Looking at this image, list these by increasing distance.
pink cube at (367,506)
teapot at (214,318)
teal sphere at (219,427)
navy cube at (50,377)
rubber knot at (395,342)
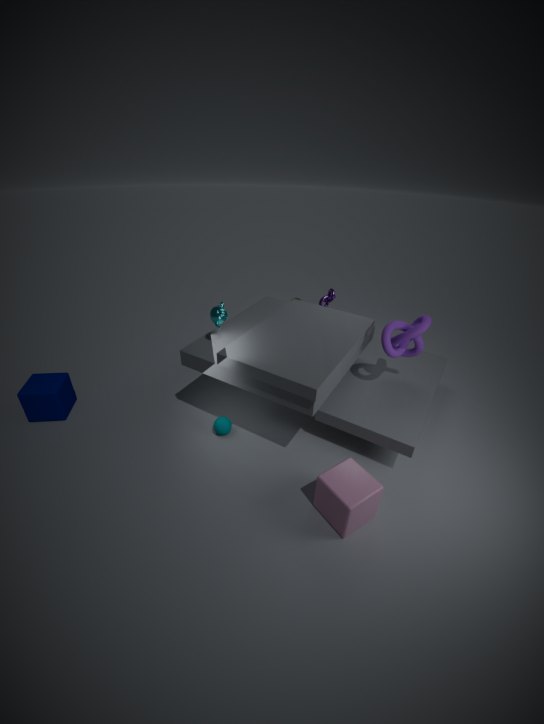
pink cube at (367,506)
teapot at (214,318)
rubber knot at (395,342)
teal sphere at (219,427)
navy cube at (50,377)
